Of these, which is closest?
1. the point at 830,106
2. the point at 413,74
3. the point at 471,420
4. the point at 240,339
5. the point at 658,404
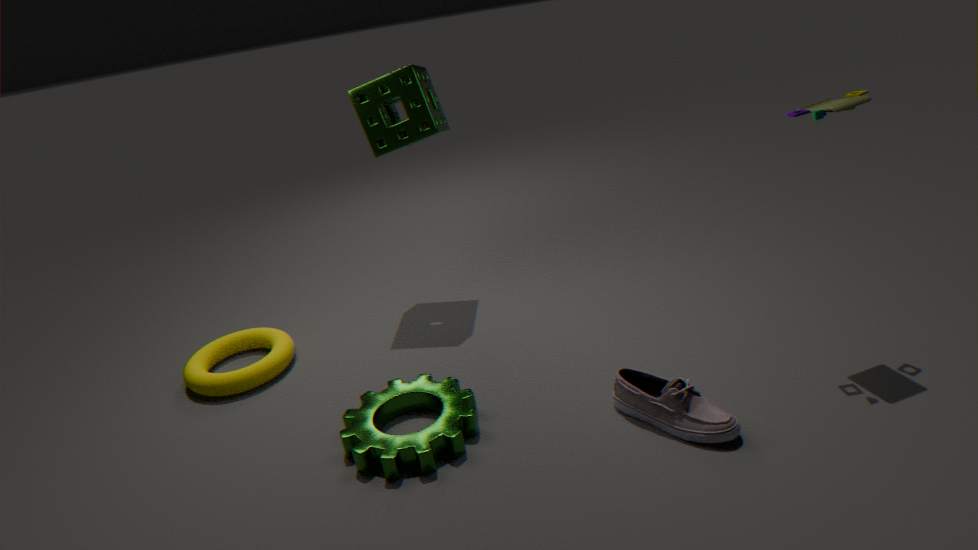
the point at 658,404
